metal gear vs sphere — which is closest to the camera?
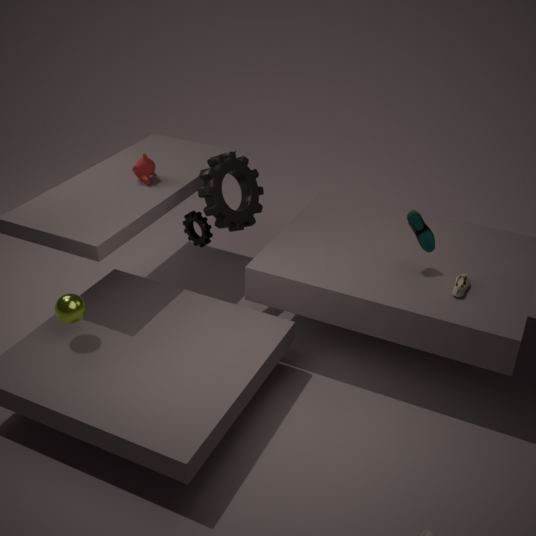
sphere
